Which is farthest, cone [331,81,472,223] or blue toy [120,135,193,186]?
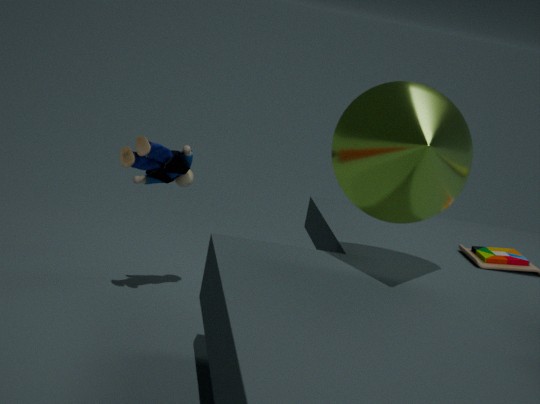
blue toy [120,135,193,186]
